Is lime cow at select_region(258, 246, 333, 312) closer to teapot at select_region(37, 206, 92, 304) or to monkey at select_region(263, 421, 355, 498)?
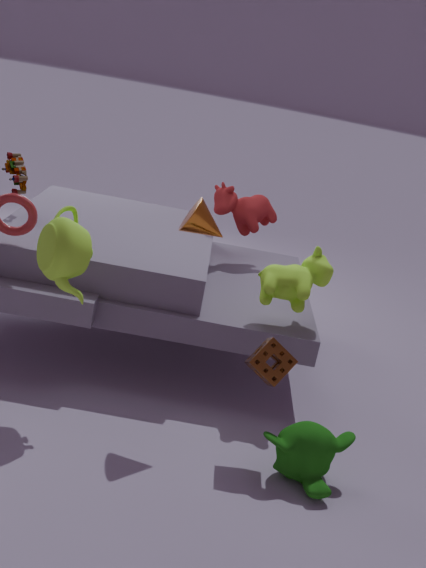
monkey at select_region(263, 421, 355, 498)
